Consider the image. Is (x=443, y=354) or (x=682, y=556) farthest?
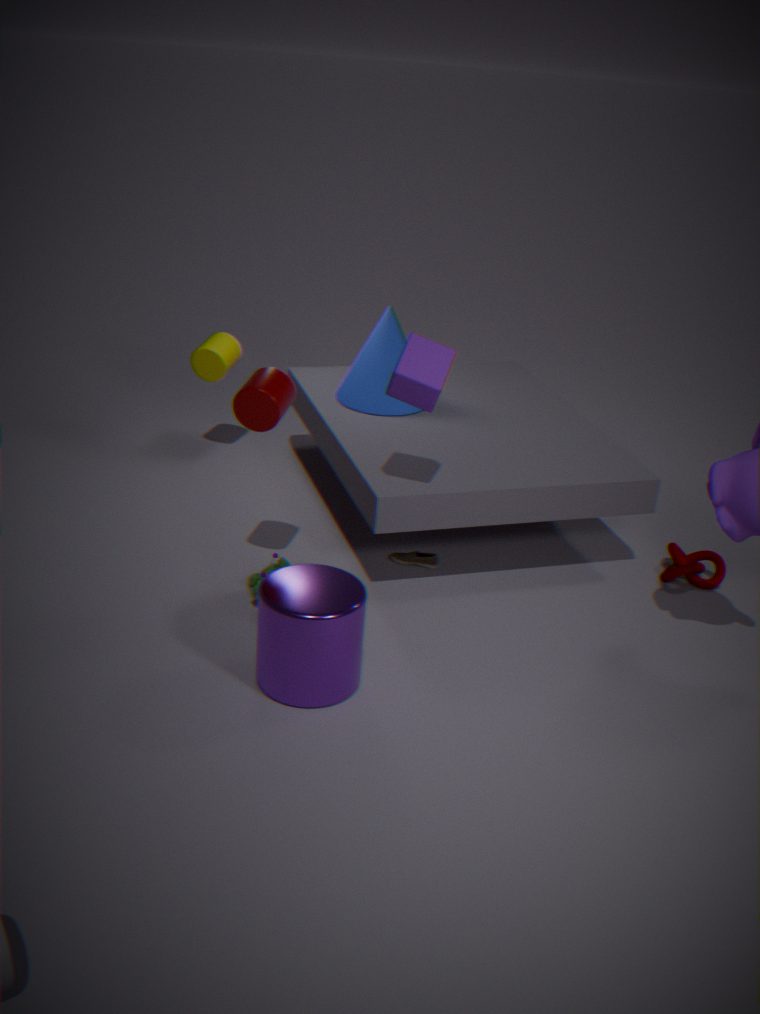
(x=682, y=556)
